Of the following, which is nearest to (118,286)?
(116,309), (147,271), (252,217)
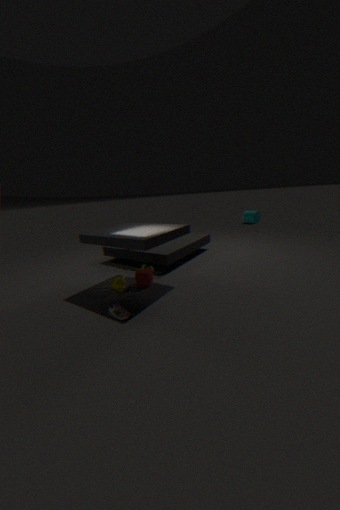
(147,271)
